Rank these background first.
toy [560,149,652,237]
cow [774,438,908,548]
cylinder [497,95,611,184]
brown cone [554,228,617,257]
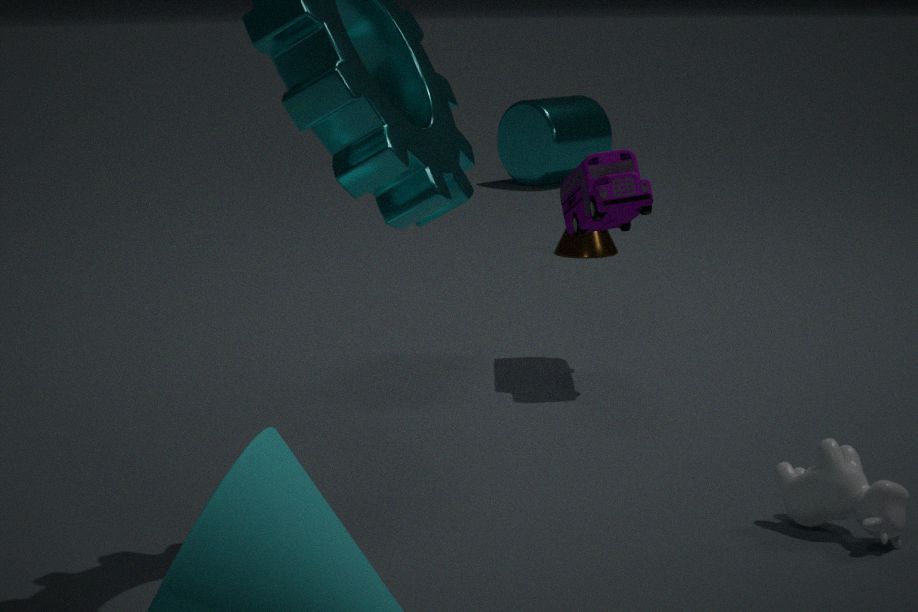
1. cylinder [497,95,611,184]
2. brown cone [554,228,617,257]
3. toy [560,149,652,237]
4. cow [774,438,908,548]
